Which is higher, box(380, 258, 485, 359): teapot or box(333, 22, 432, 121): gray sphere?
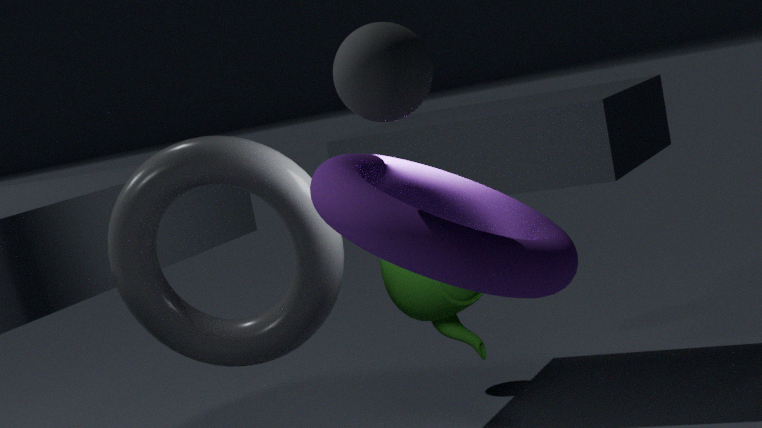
box(333, 22, 432, 121): gray sphere
